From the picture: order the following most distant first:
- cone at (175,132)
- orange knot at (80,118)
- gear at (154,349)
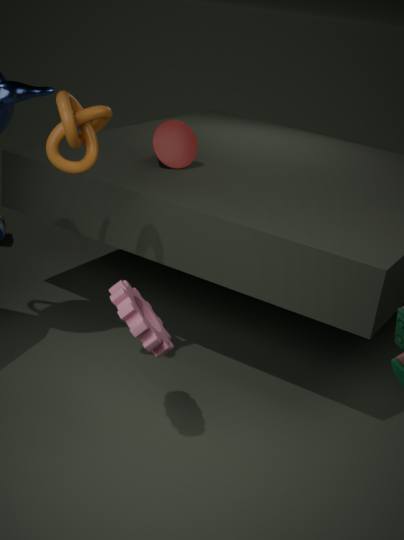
1. cone at (175,132)
2. orange knot at (80,118)
3. gear at (154,349)
